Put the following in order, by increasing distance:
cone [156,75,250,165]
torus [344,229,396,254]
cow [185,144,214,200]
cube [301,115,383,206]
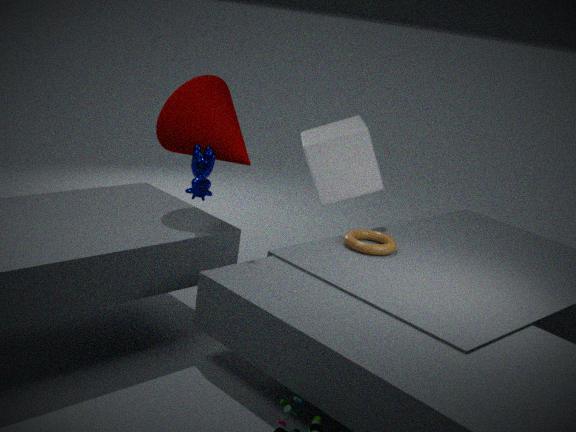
cow [185,144,214,200] → cone [156,75,250,165] → torus [344,229,396,254] → cube [301,115,383,206]
